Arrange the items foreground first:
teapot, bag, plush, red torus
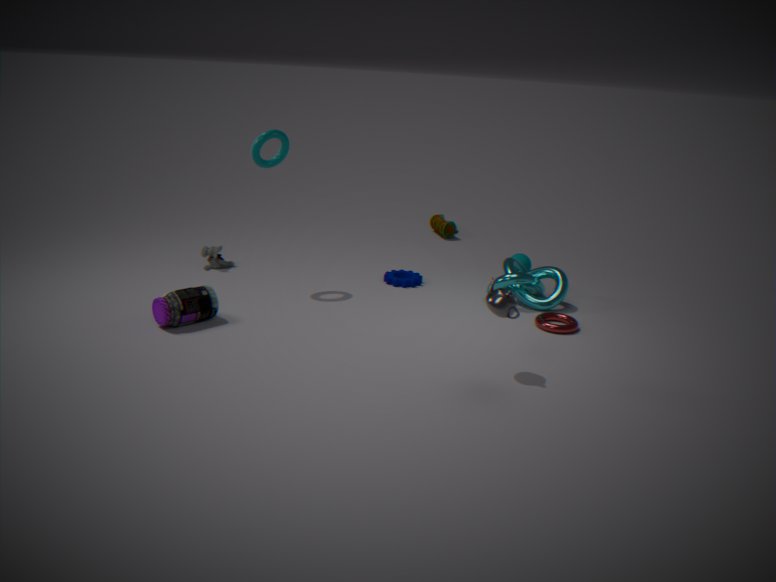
teapot, red torus, plush, bag
